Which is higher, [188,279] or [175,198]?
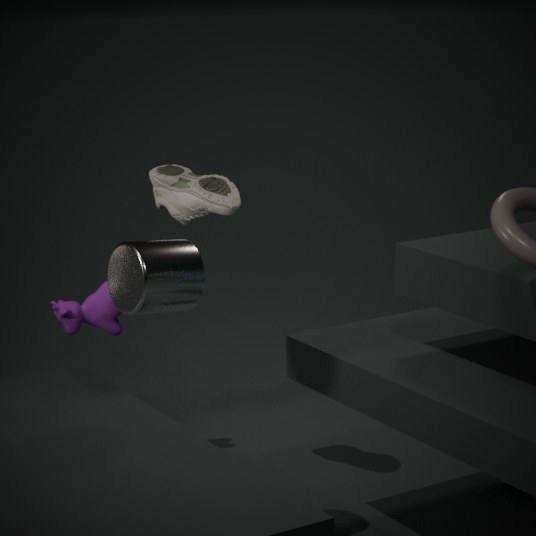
[175,198]
